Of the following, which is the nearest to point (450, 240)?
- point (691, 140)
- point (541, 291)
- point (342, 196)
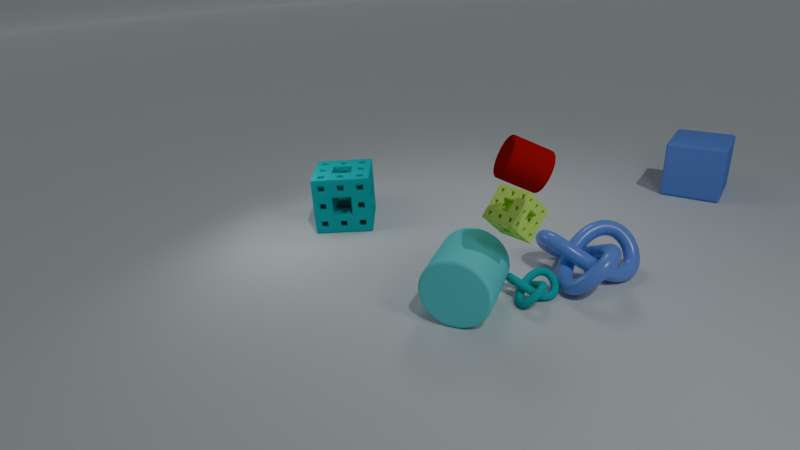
point (541, 291)
